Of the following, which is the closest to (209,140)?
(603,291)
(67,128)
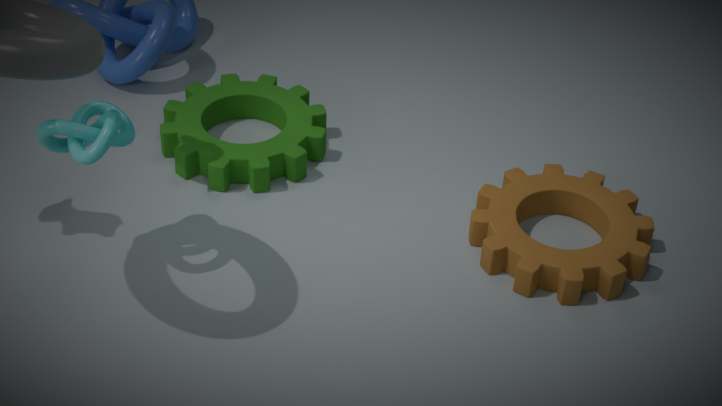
(67,128)
